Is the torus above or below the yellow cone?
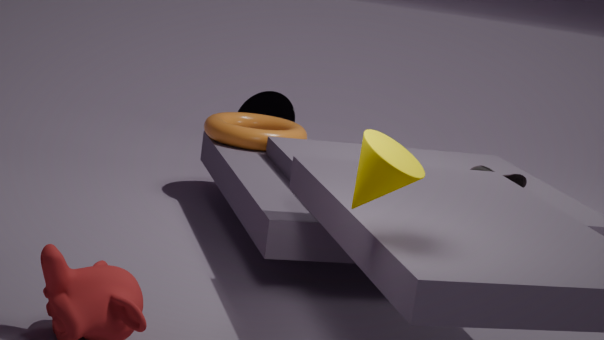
below
